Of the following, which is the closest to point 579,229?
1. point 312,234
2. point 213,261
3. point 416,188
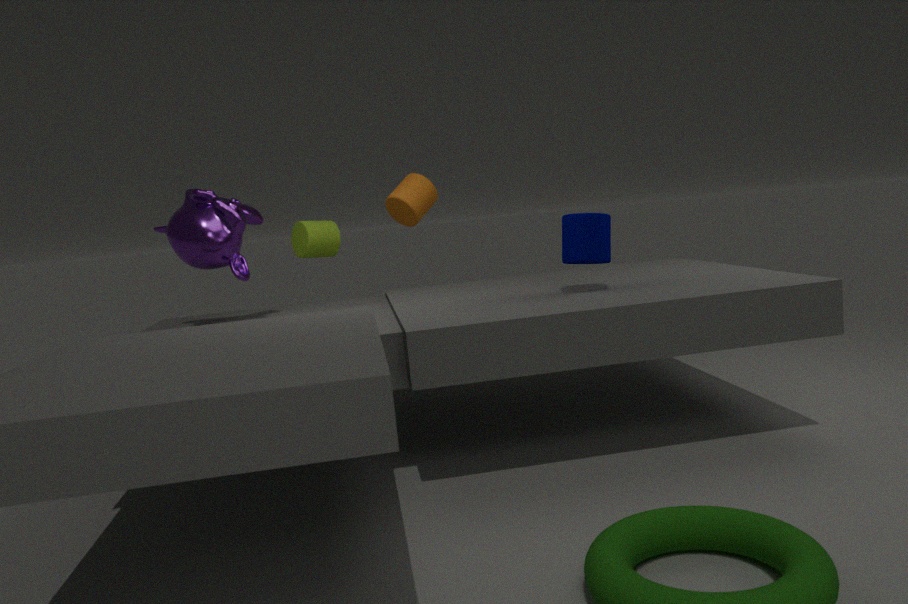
point 416,188
